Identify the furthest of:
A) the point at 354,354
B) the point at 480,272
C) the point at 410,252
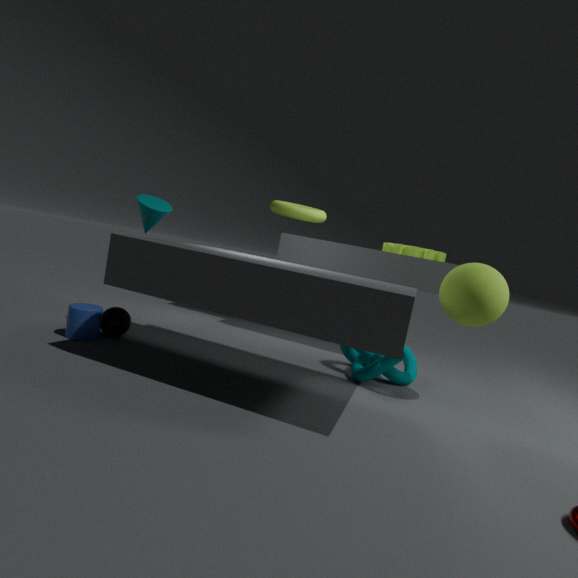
the point at 410,252
